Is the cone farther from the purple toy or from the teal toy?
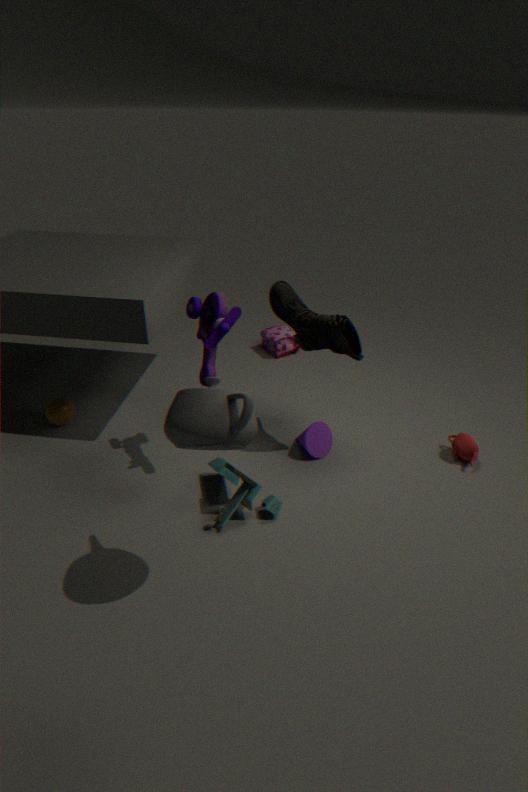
the purple toy
